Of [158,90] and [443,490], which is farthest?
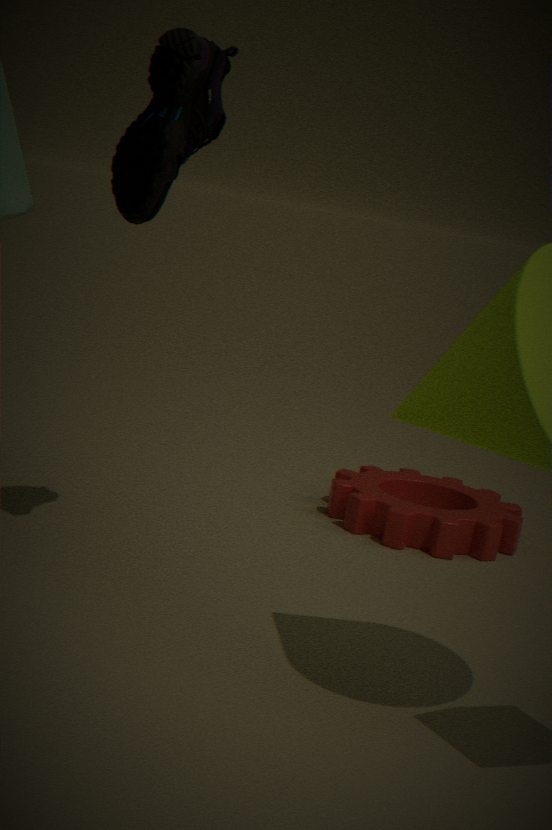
[443,490]
